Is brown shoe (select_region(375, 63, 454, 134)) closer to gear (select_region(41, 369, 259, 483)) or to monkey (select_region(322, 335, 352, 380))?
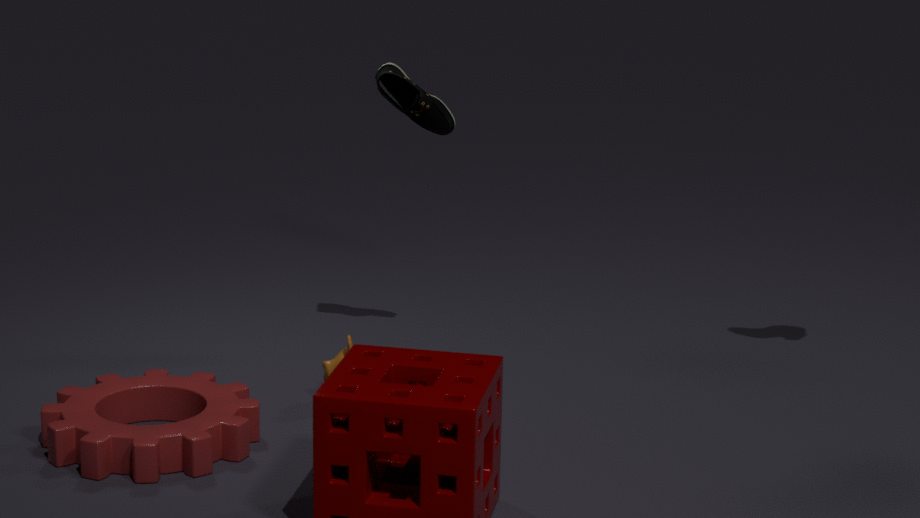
monkey (select_region(322, 335, 352, 380))
